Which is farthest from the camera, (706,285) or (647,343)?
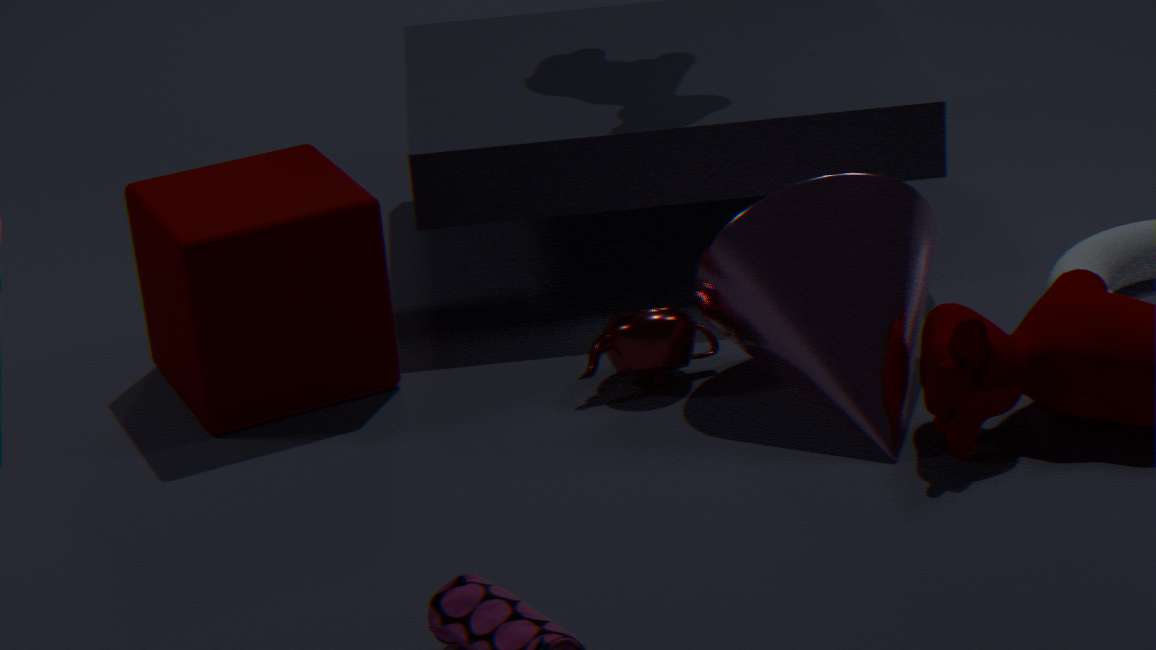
(647,343)
